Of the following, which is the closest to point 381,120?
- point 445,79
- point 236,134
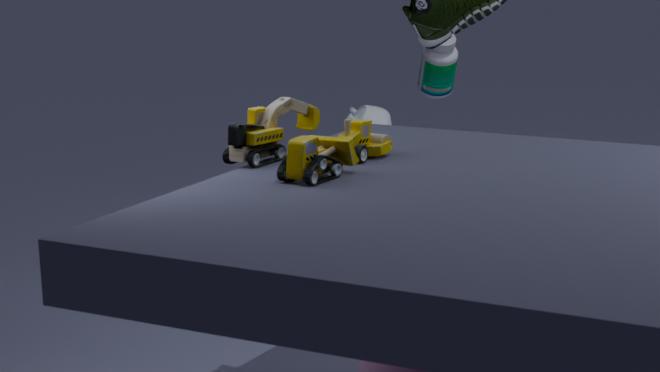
point 445,79
